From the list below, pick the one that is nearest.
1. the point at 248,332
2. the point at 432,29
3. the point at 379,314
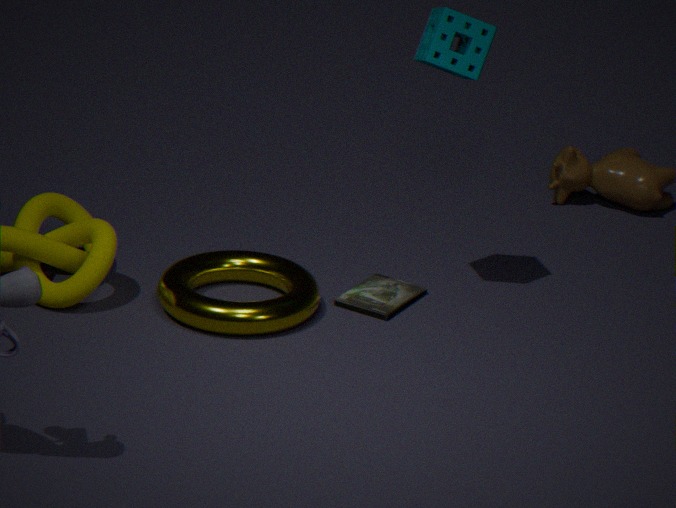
the point at 248,332
